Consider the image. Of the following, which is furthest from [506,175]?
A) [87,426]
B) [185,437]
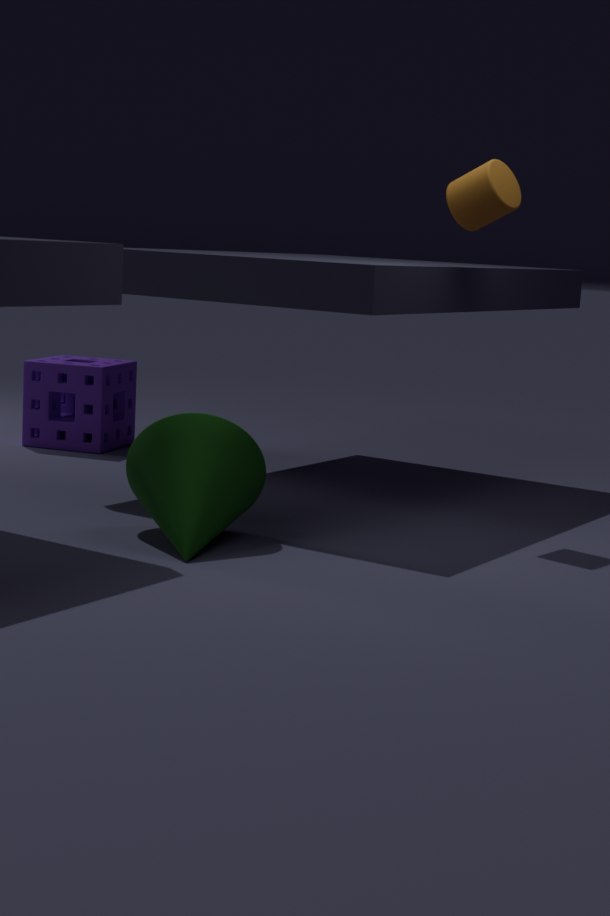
[87,426]
